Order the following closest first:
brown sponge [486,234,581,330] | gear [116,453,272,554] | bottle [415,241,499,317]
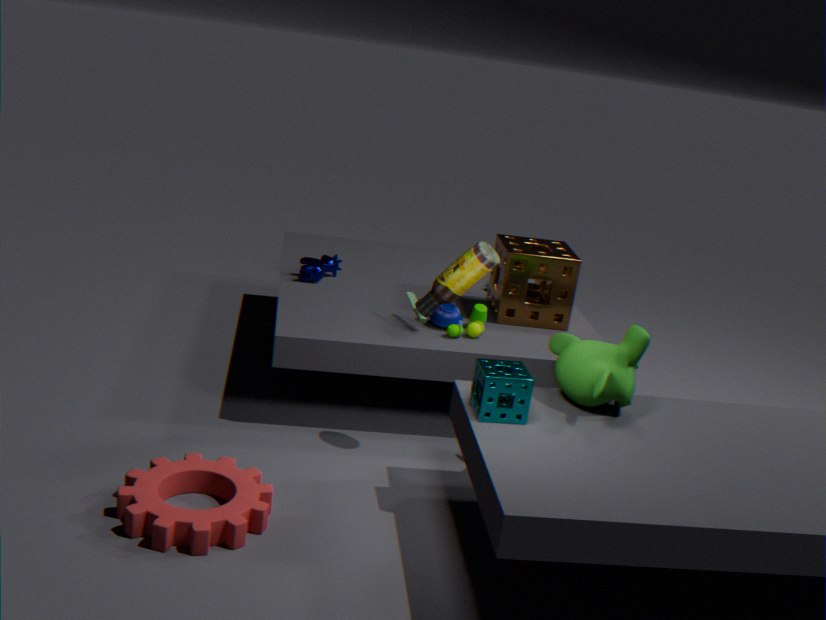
gear [116,453,272,554] → bottle [415,241,499,317] → brown sponge [486,234,581,330]
